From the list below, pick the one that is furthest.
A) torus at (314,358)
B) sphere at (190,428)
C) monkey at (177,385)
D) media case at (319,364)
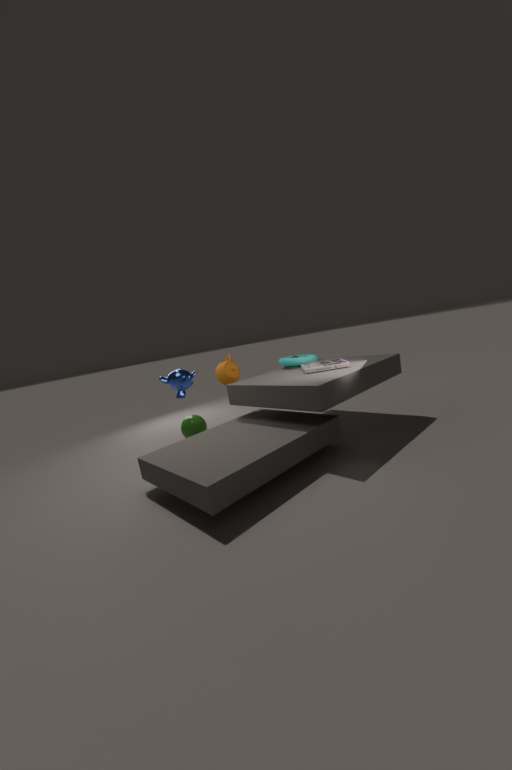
sphere at (190,428)
